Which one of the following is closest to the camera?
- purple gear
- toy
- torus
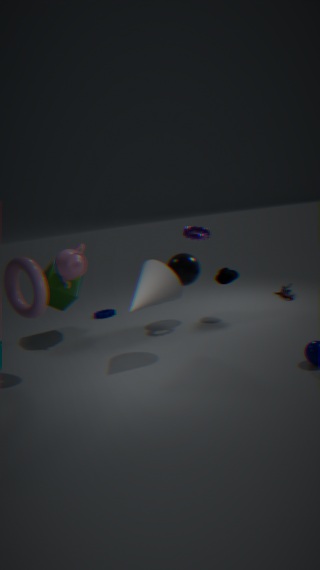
torus
